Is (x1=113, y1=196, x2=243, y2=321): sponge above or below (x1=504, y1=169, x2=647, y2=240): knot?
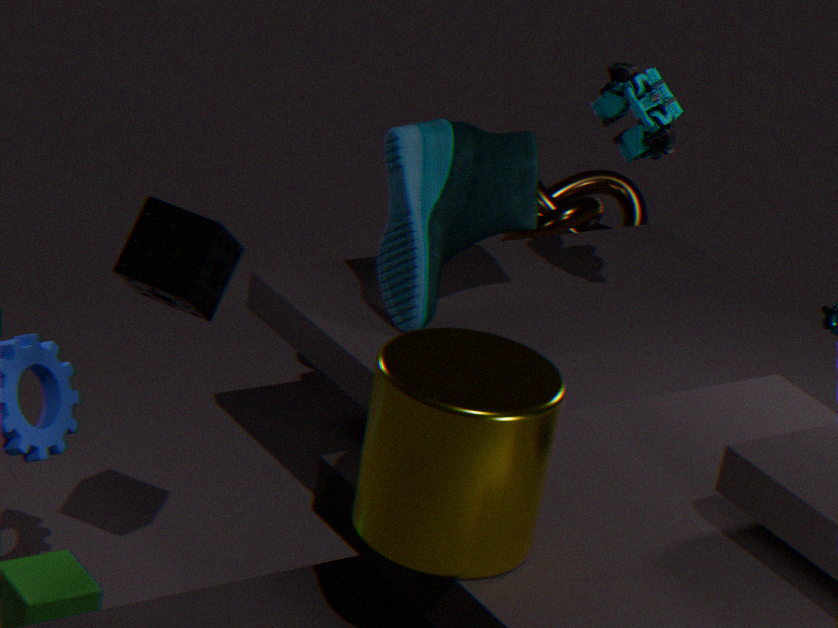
above
